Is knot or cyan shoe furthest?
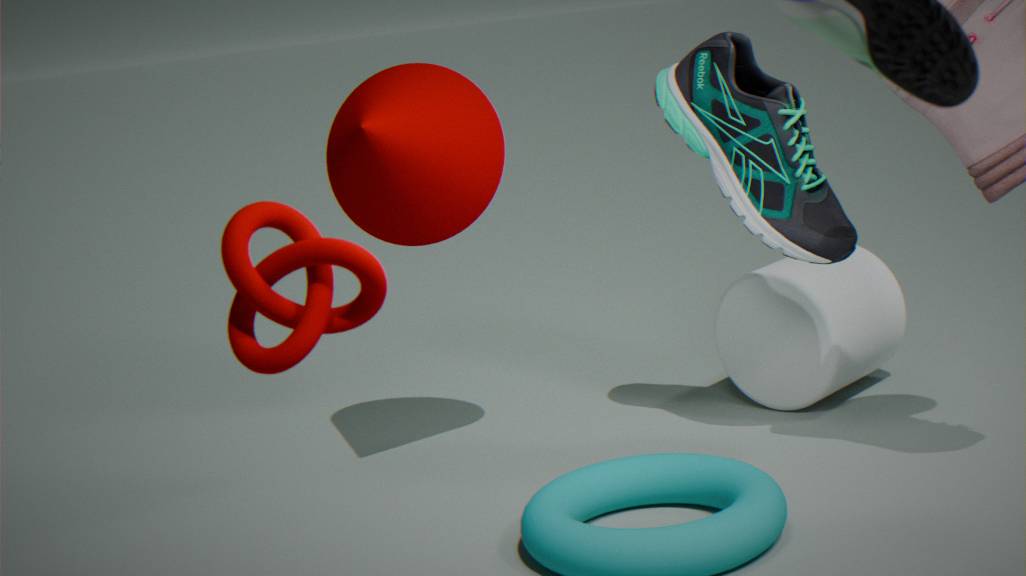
cyan shoe
